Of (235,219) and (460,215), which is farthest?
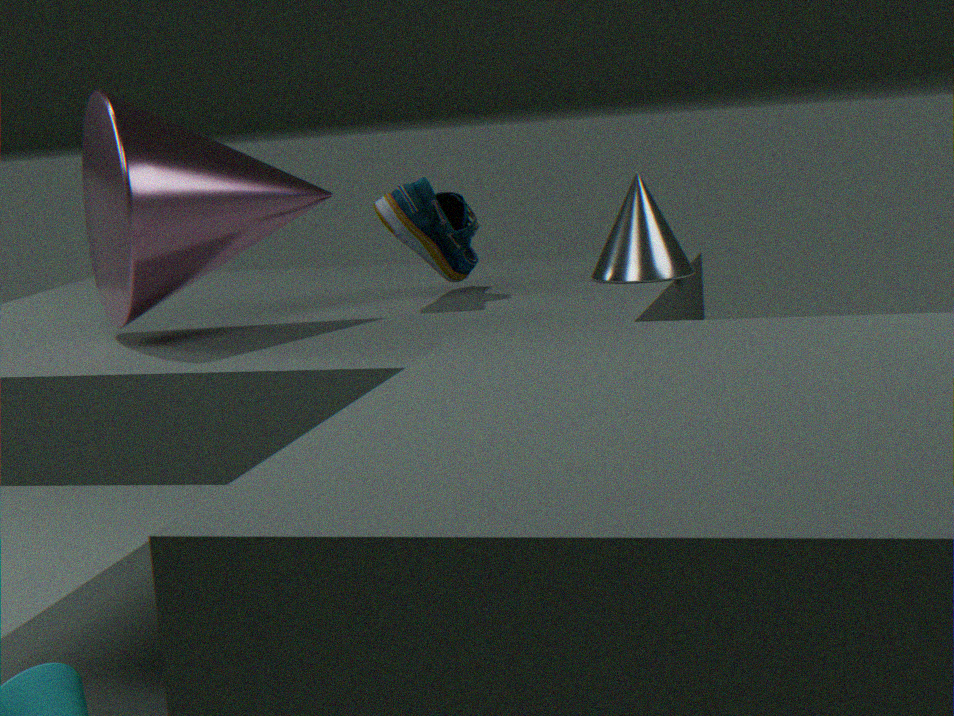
(460,215)
